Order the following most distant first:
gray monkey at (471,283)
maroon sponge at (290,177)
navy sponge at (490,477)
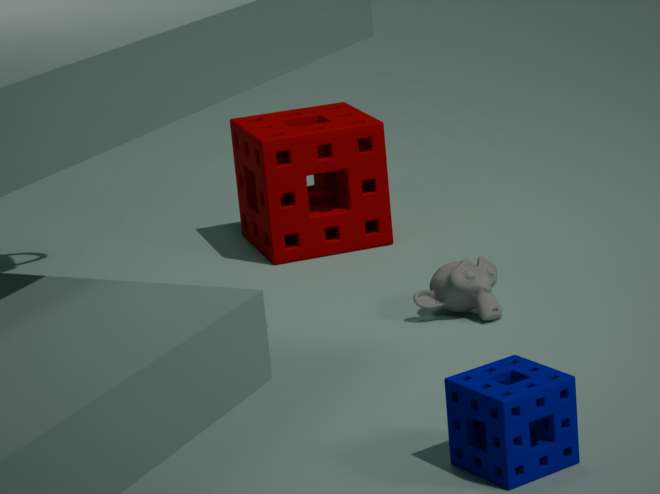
maroon sponge at (290,177) → gray monkey at (471,283) → navy sponge at (490,477)
